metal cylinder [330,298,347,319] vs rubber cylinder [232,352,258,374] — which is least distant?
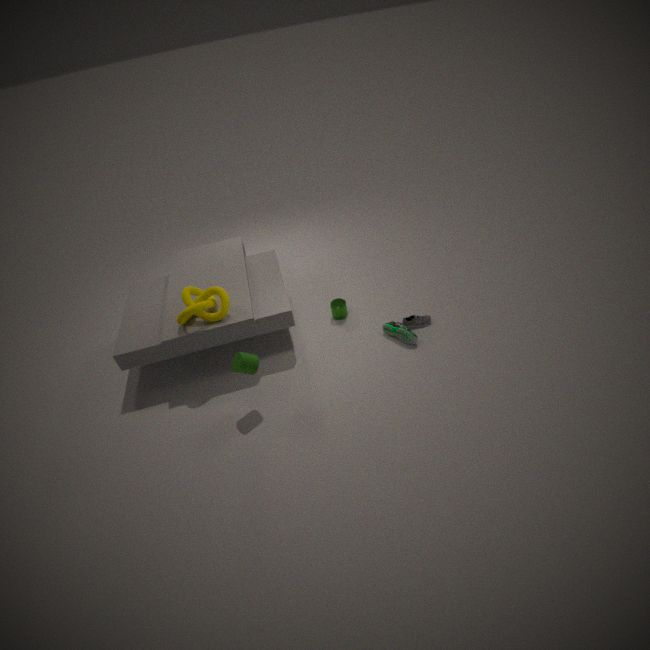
rubber cylinder [232,352,258,374]
